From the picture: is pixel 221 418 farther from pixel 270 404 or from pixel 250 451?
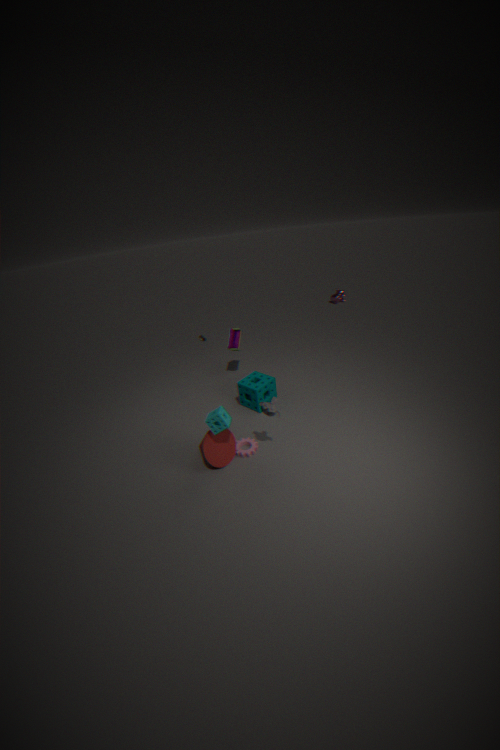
pixel 250 451
